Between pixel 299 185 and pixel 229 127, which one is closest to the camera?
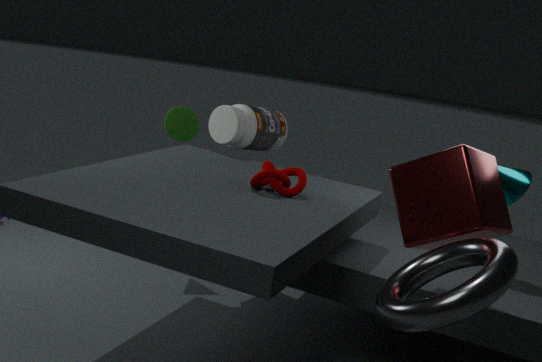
pixel 299 185
